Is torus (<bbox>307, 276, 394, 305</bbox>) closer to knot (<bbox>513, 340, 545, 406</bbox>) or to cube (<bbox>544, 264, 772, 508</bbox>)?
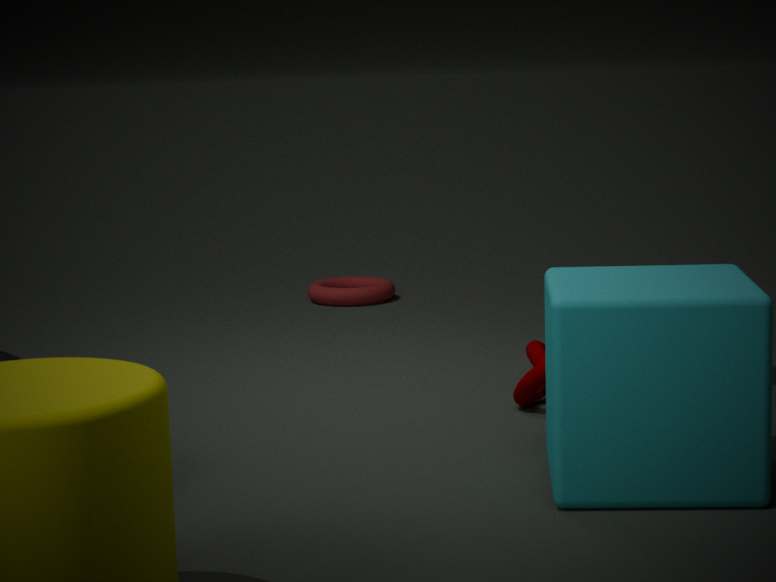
knot (<bbox>513, 340, 545, 406</bbox>)
